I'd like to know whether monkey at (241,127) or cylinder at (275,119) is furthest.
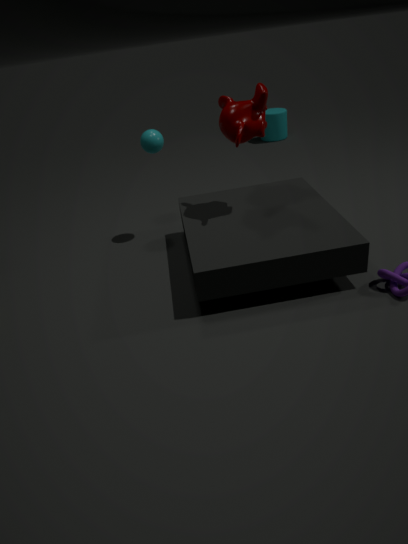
cylinder at (275,119)
